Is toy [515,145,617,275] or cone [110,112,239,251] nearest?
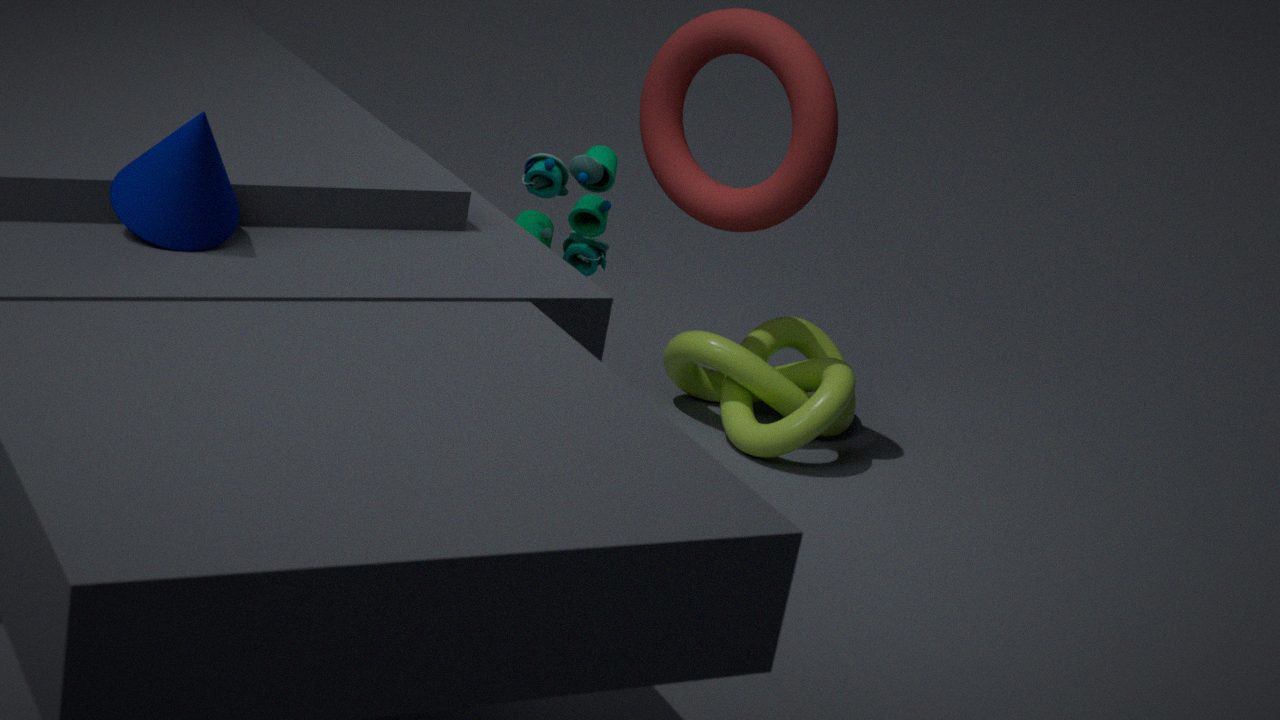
cone [110,112,239,251]
